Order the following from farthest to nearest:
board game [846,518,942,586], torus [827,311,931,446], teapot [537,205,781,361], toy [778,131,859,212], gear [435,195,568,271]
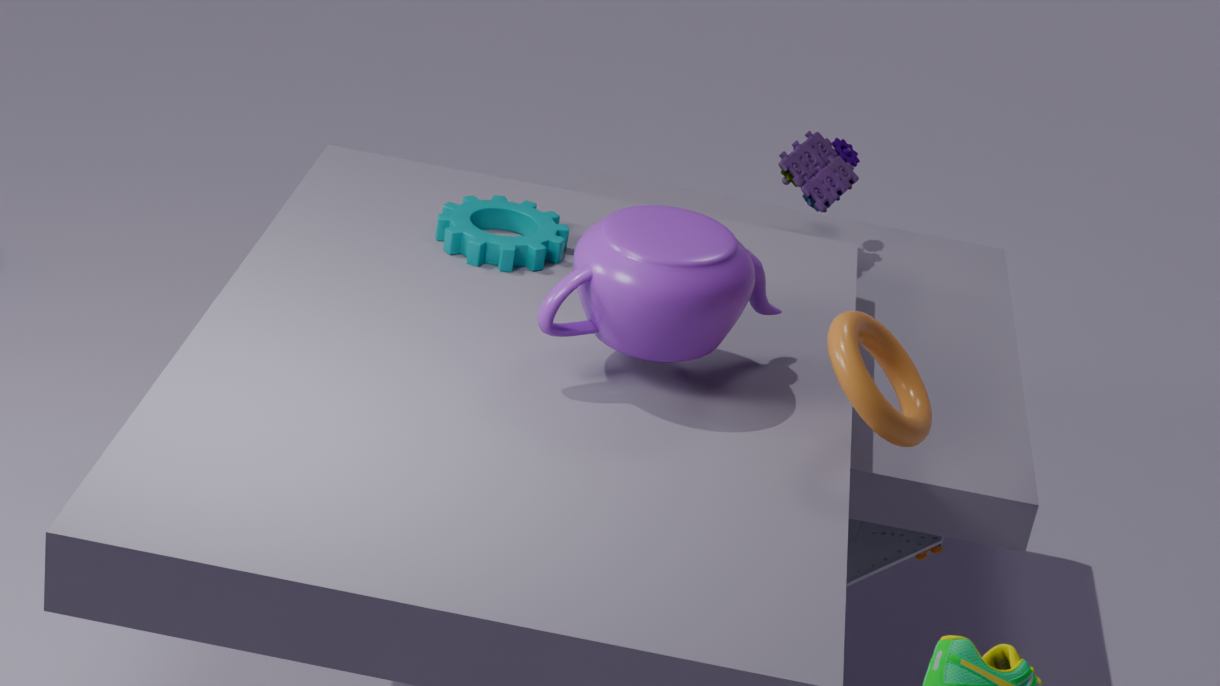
1. toy [778,131,859,212]
2. gear [435,195,568,271]
3. board game [846,518,942,586]
4. teapot [537,205,781,361]
5. torus [827,311,931,446]
